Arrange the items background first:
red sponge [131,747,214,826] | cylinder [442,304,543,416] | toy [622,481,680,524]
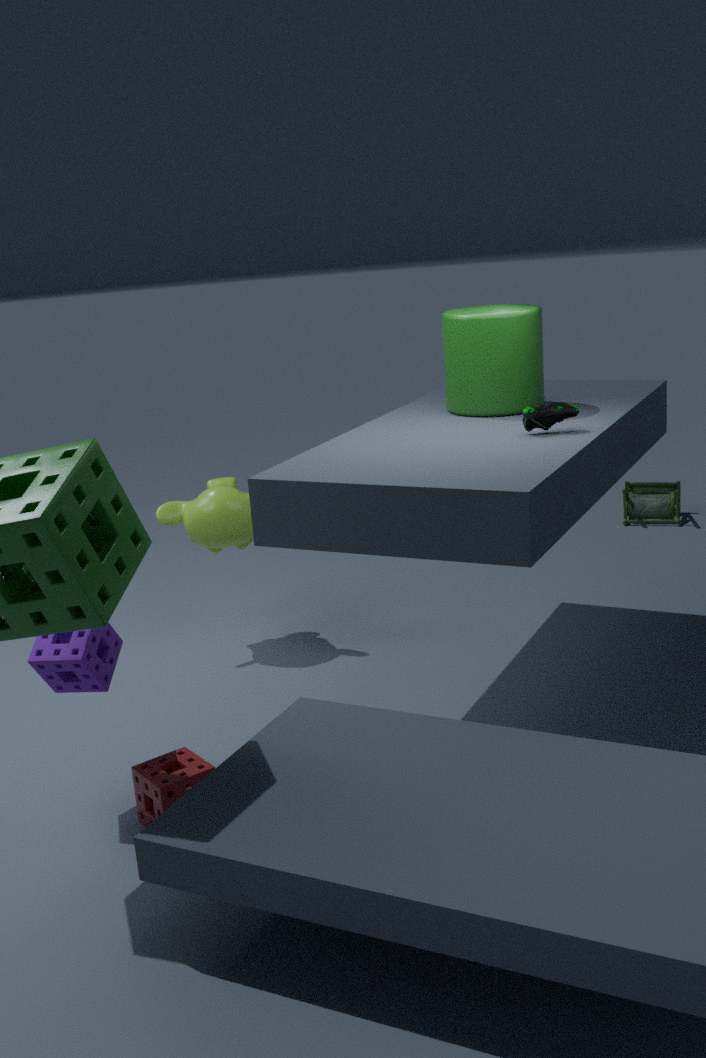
toy [622,481,680,524] < cylinder [442,304,543,416] < red sponge [131,747,214,826]
